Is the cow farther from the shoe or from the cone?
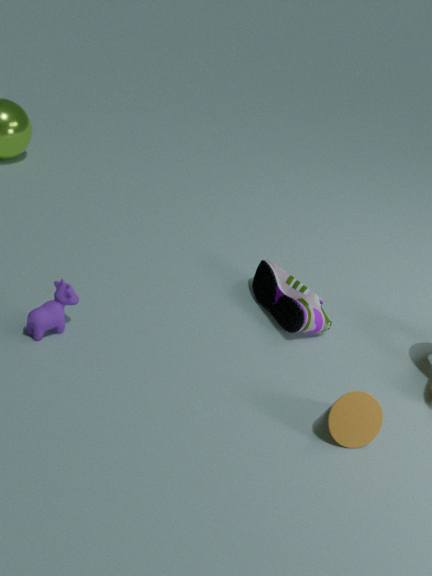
the cone
